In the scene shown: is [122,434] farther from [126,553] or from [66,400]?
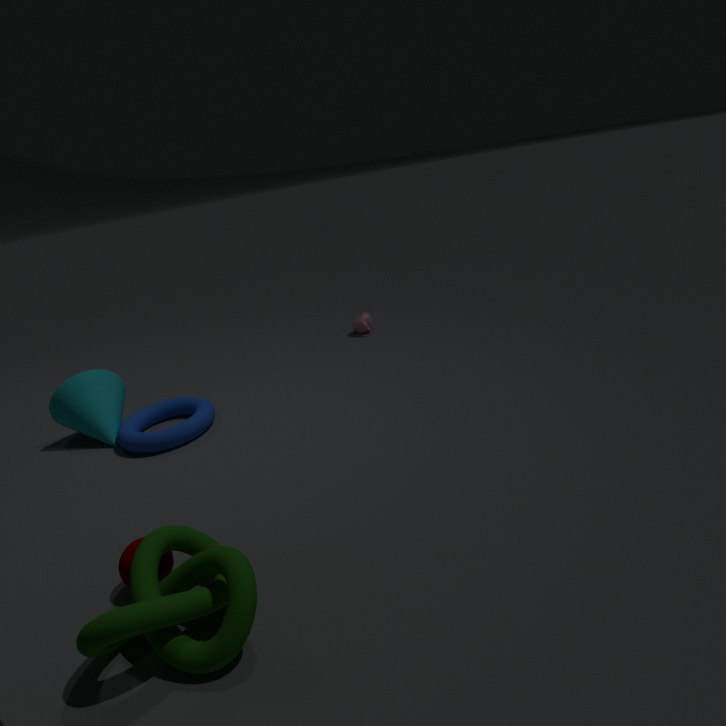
[126,553]
